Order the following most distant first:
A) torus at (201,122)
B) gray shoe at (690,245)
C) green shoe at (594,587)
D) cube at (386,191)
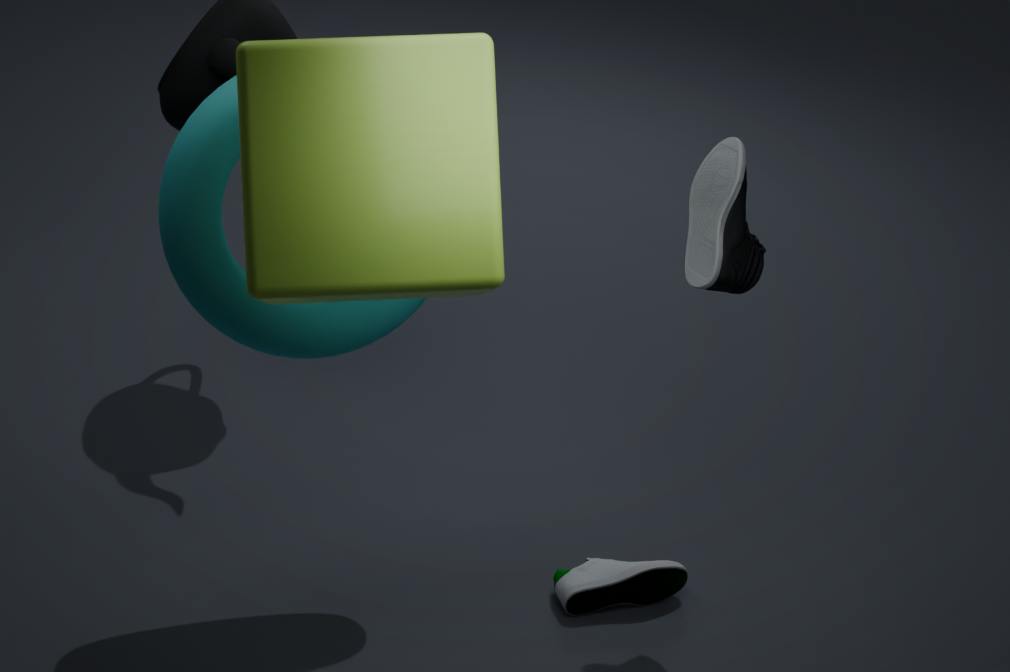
C. green shoe at (594,587) < B. gray shoe at (690,245) < A. torus at (201,122) < D. cube at (386,191)
